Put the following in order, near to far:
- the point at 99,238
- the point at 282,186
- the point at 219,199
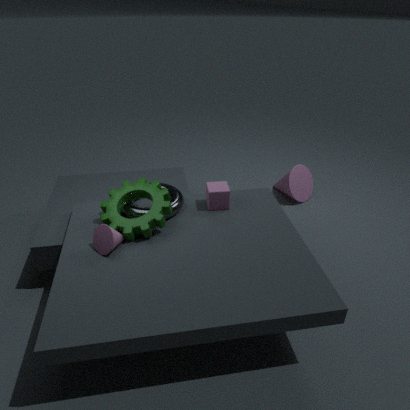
the point at 99,238 < the point at 219,199 < the point at 282,186
